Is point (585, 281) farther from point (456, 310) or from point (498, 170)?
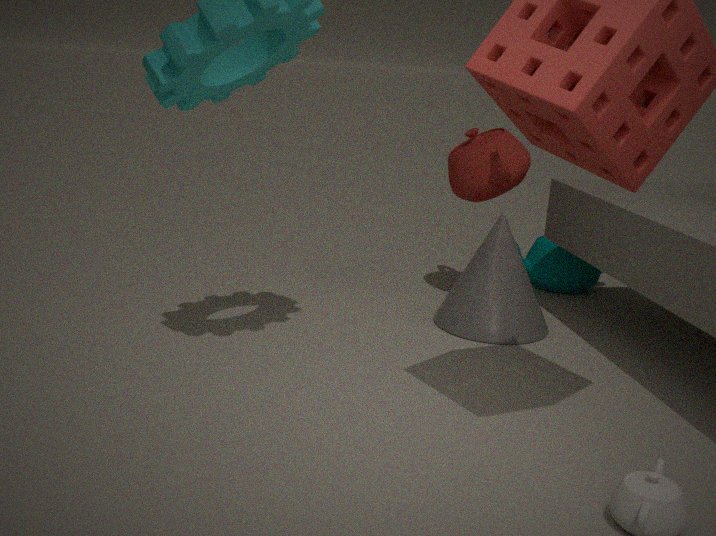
point (456, 310)
